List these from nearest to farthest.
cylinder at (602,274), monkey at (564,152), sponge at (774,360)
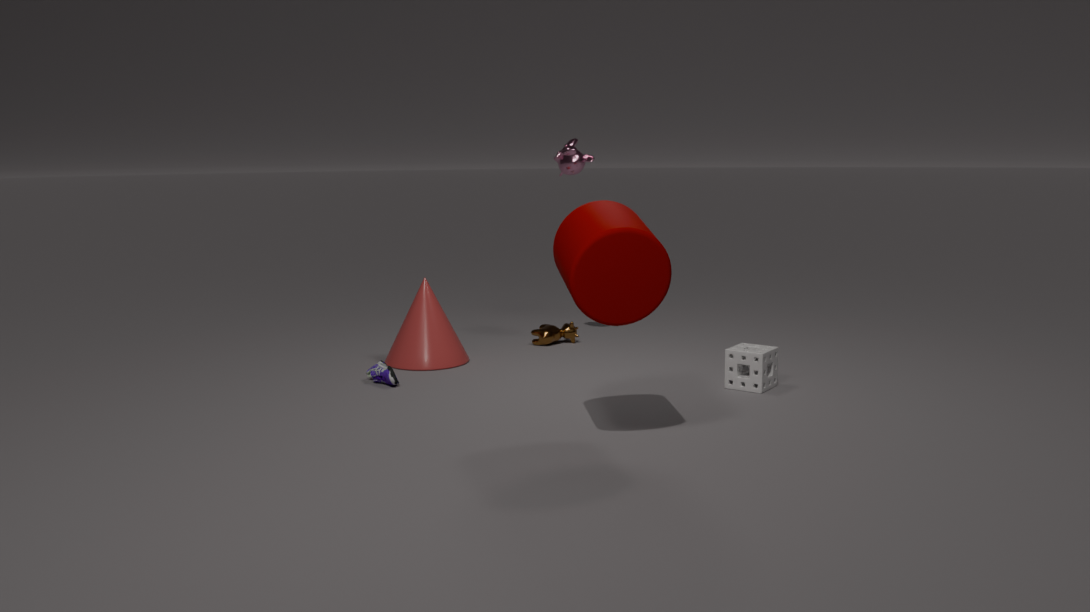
cylinder at (602,274)
sponge at (774,360)
monkey at (564,152)
